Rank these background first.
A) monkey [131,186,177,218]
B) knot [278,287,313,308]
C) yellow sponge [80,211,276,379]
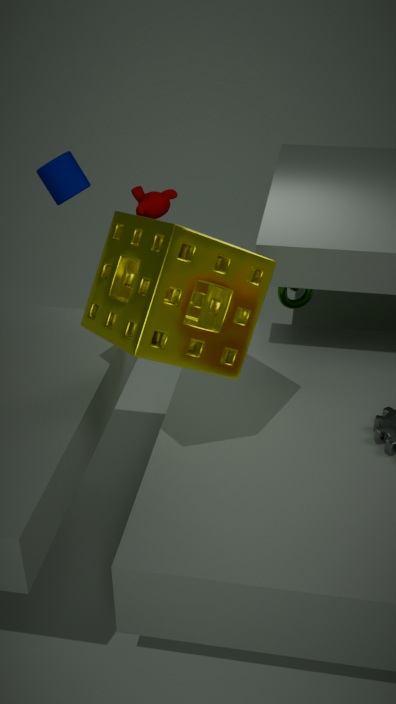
monkey [131,186,177,218]
knot [278,287,313,308]
yellow sponge [80,211,276,379]
